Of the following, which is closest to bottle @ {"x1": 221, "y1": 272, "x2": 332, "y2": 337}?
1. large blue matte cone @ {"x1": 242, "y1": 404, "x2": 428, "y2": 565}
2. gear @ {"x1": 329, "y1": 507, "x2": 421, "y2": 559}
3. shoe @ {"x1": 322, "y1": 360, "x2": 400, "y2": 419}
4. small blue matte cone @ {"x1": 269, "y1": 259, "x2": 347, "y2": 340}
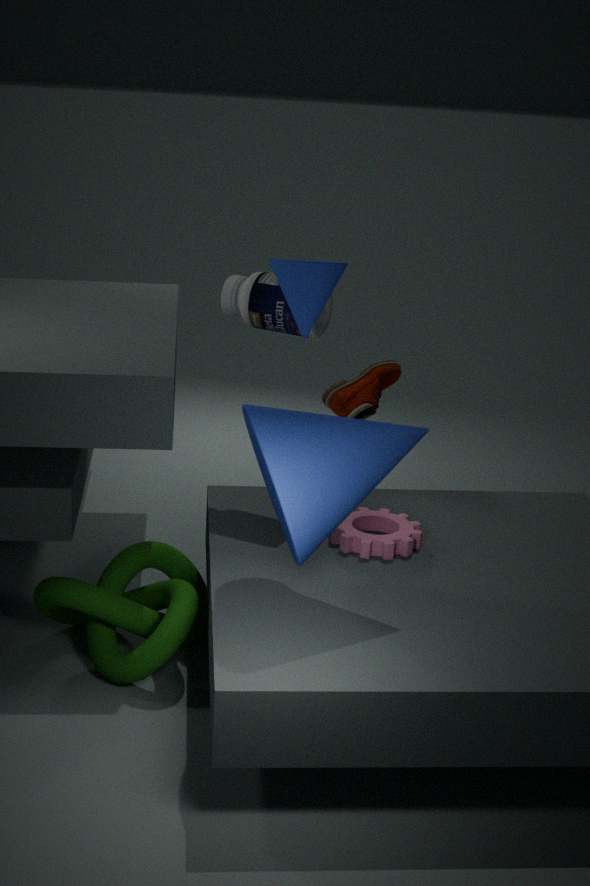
small blue matte cone @ {"x1": 269, "y1": 259, "x2": 347, "y2": 340}
